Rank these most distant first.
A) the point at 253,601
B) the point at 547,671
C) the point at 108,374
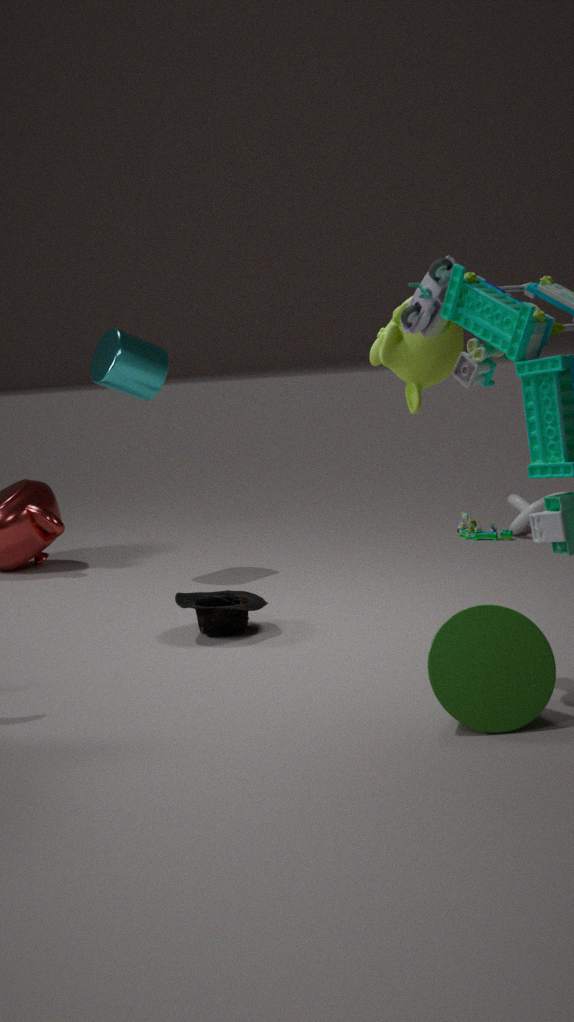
the point at 108,374, the point at 253,601, the point at 547,671
